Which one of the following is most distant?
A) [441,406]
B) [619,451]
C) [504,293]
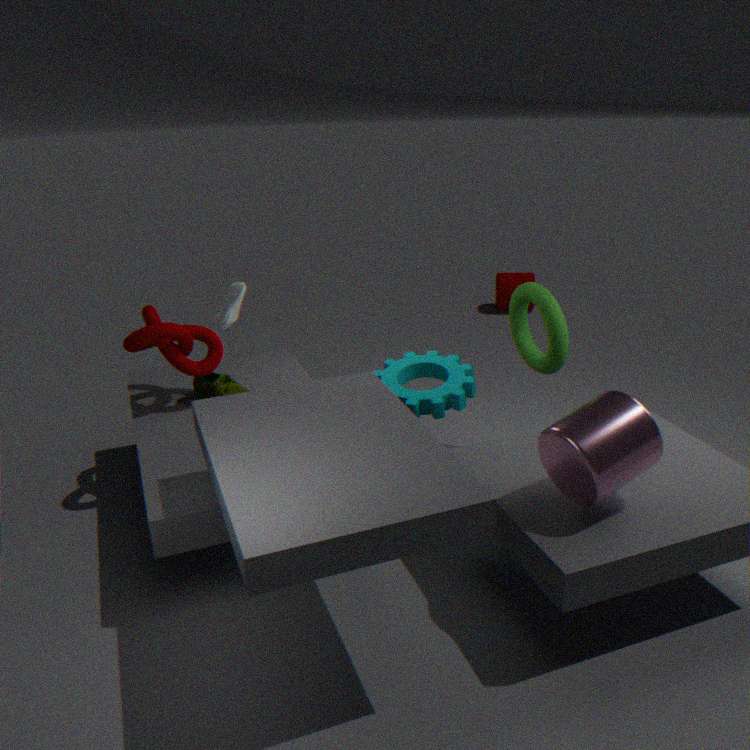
[504,293]
